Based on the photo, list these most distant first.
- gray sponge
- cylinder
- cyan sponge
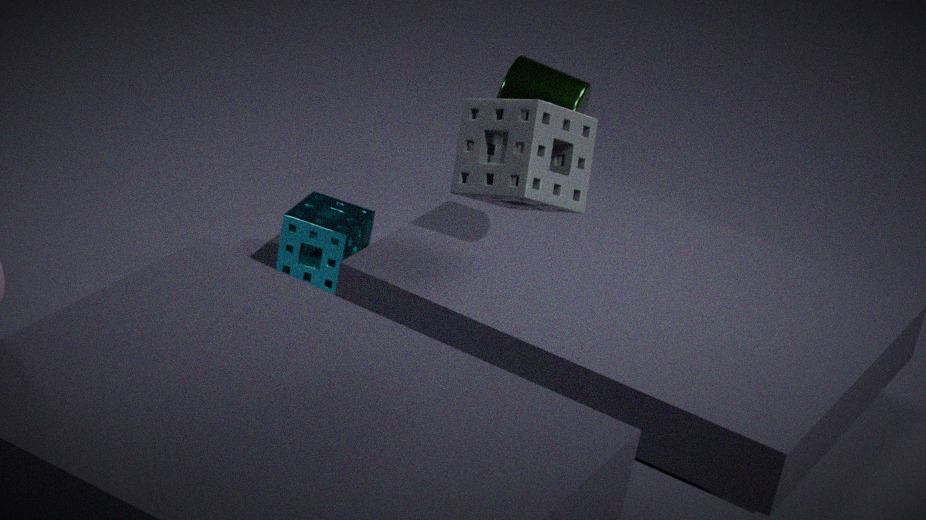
cyan sponge → cylinder → gray sponge
